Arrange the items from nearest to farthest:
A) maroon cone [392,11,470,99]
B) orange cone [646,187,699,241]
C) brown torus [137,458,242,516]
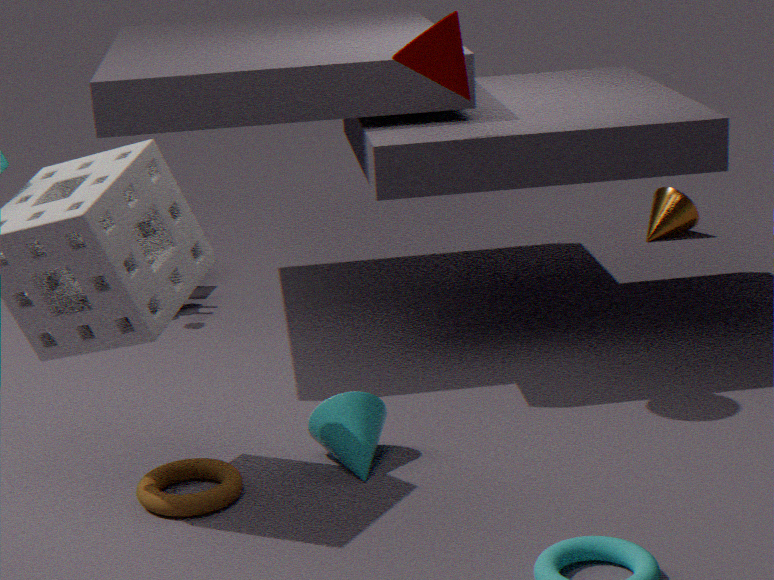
brown torus [137,458,242,516] → maroon cone [392,11,470,99] → orange cone [646,187,699,241]
